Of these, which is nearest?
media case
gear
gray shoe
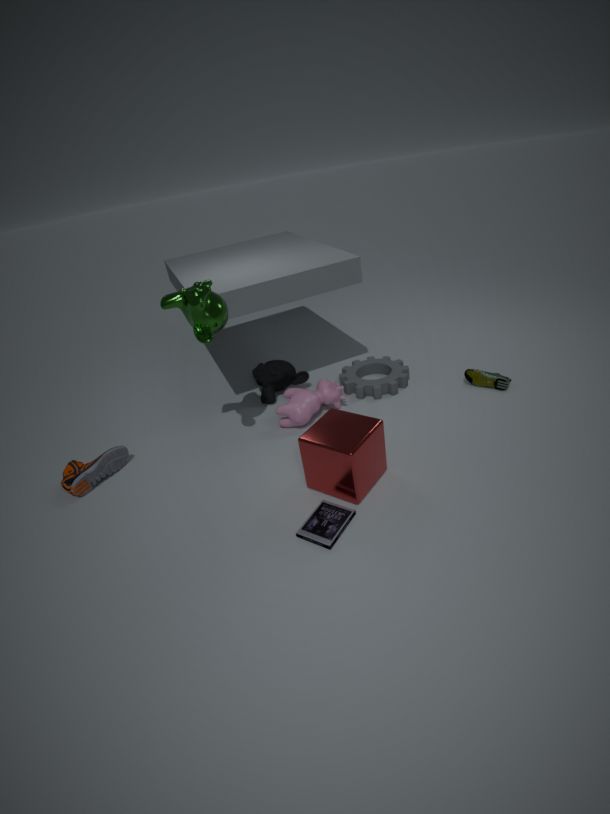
media case
